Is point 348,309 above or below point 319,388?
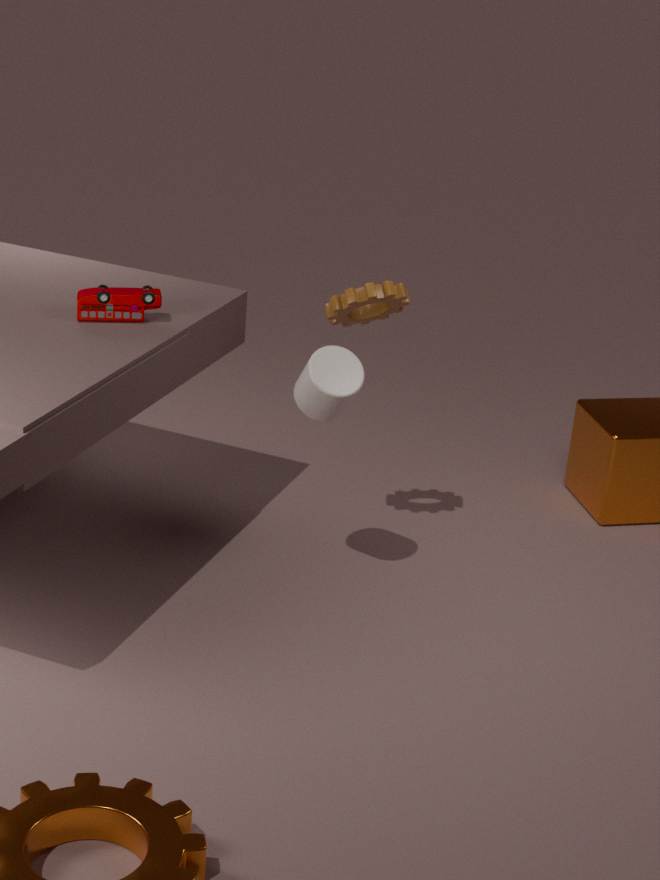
above
